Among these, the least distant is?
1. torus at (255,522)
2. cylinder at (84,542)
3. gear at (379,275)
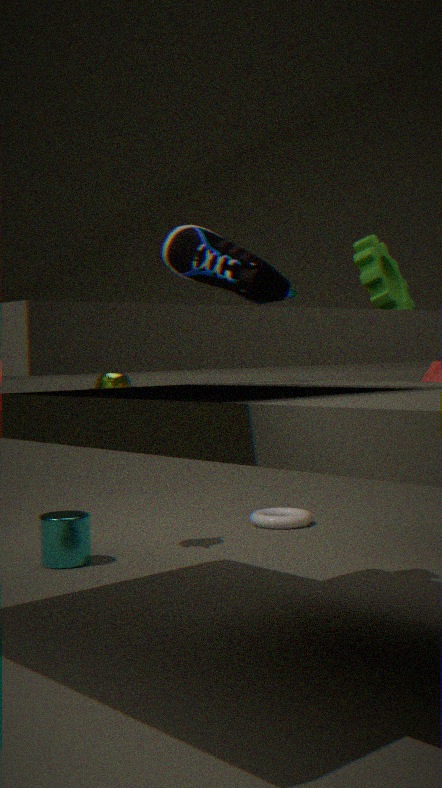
gear at (379,275)
